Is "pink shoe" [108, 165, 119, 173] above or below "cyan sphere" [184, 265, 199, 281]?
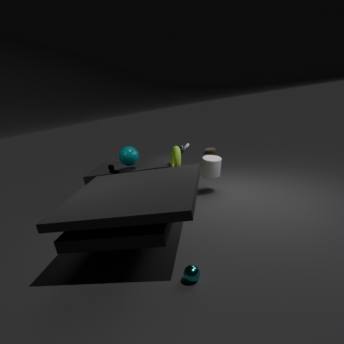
above
